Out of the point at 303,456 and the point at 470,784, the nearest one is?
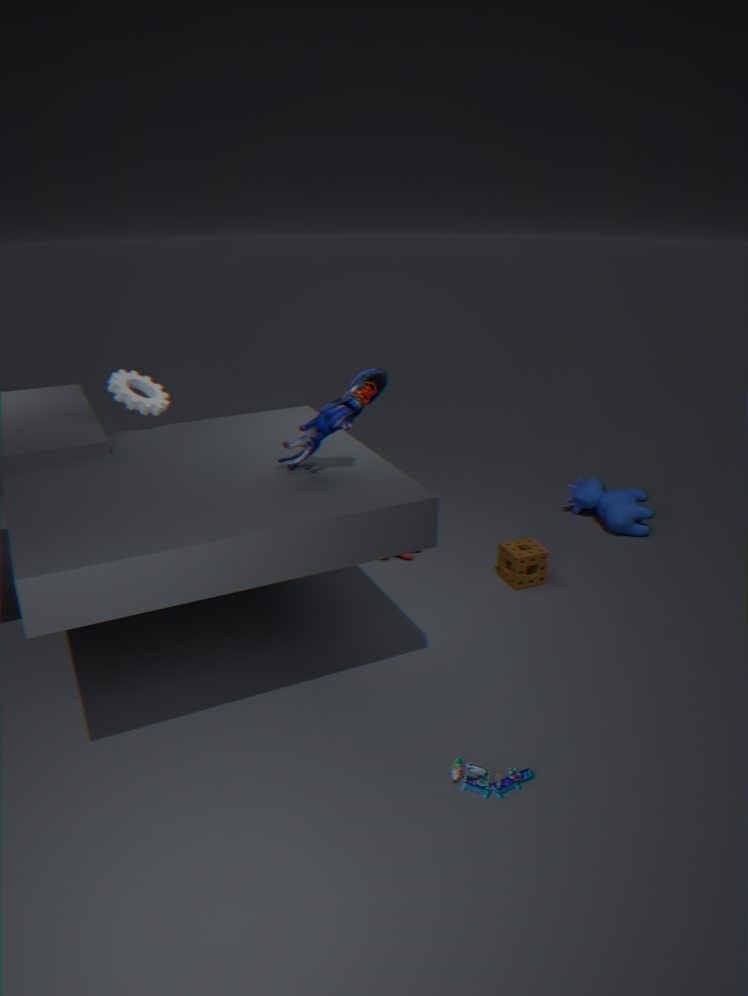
the point at 470,784
